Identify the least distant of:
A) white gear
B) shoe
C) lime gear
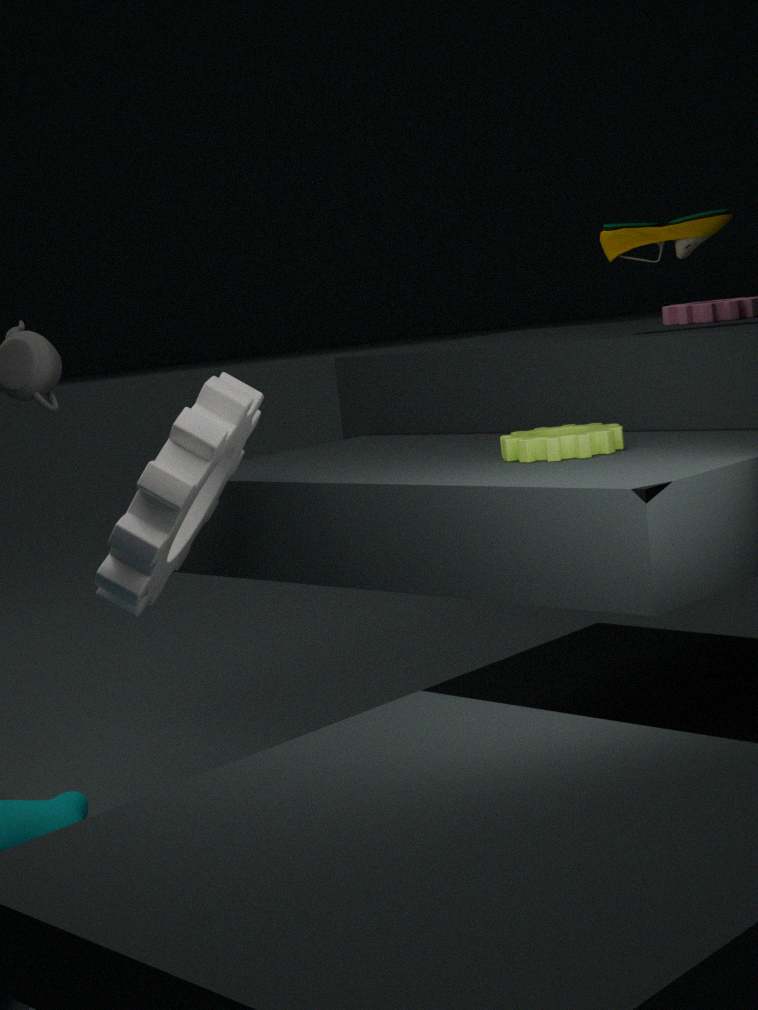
white gear
